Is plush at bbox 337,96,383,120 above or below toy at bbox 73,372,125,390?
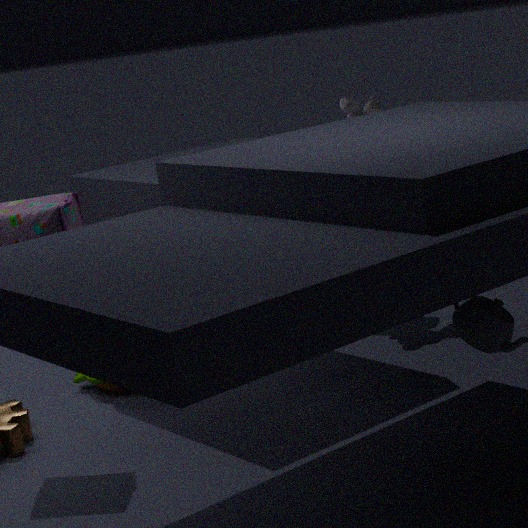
above
